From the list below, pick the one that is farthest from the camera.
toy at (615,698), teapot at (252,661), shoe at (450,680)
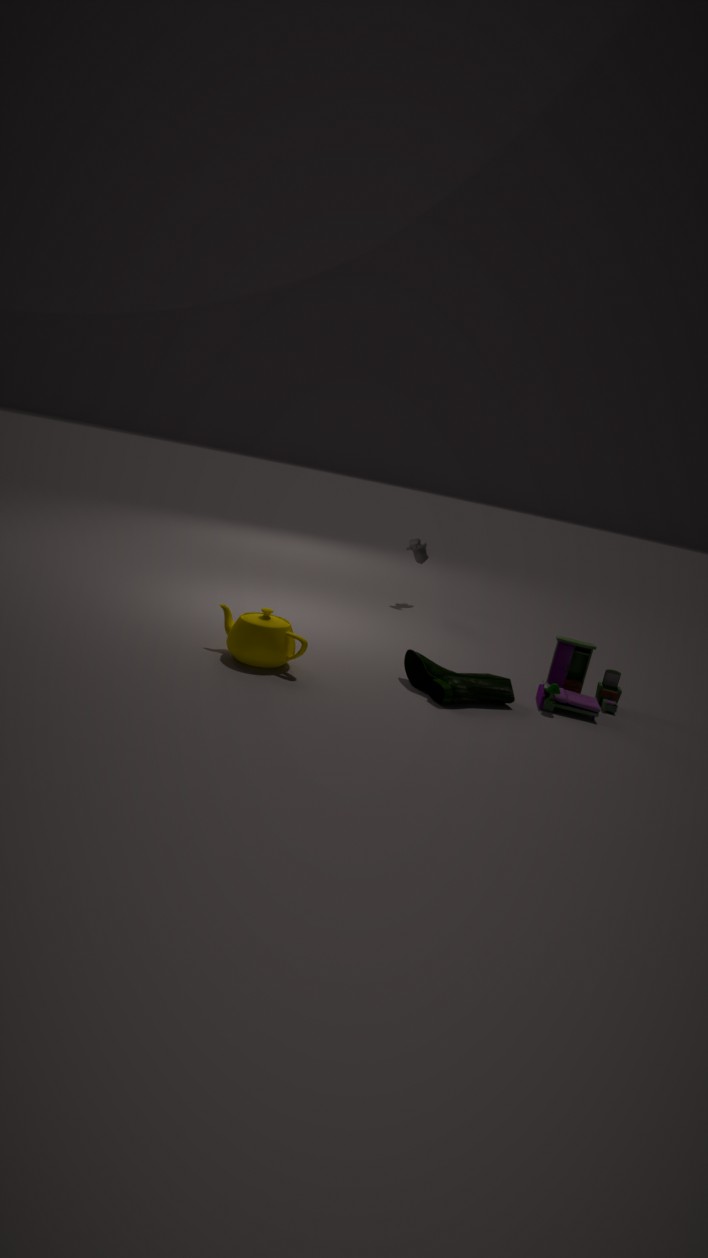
toy at (615,698)
